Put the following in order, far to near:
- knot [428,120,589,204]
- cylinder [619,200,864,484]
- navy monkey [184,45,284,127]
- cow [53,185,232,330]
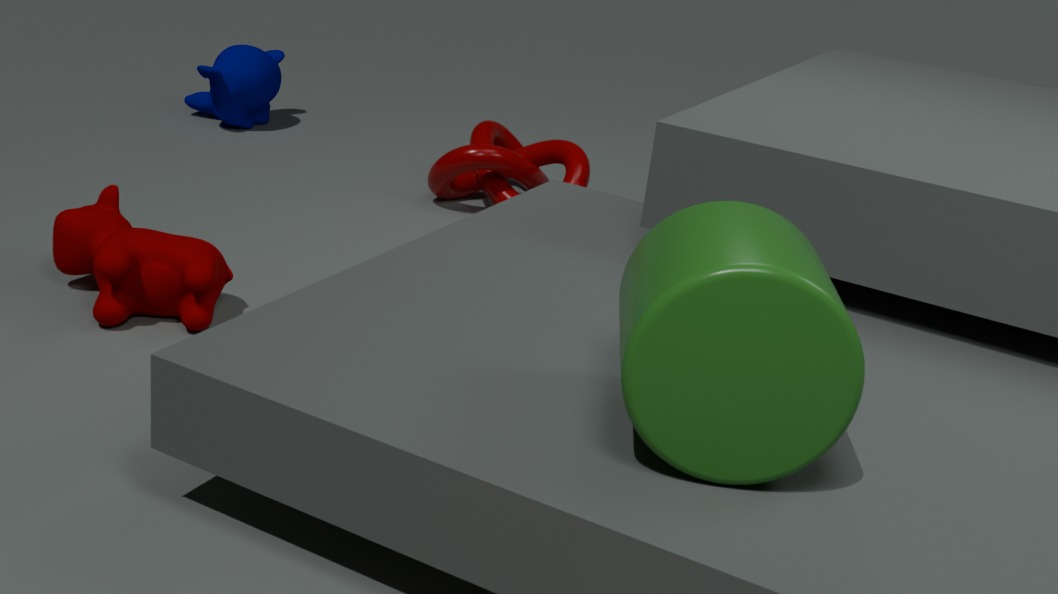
navy monkey [184,45,284,127], knot [428,120,589,204], cow [53,185,232,330], cylinder [619,200,864,484]
